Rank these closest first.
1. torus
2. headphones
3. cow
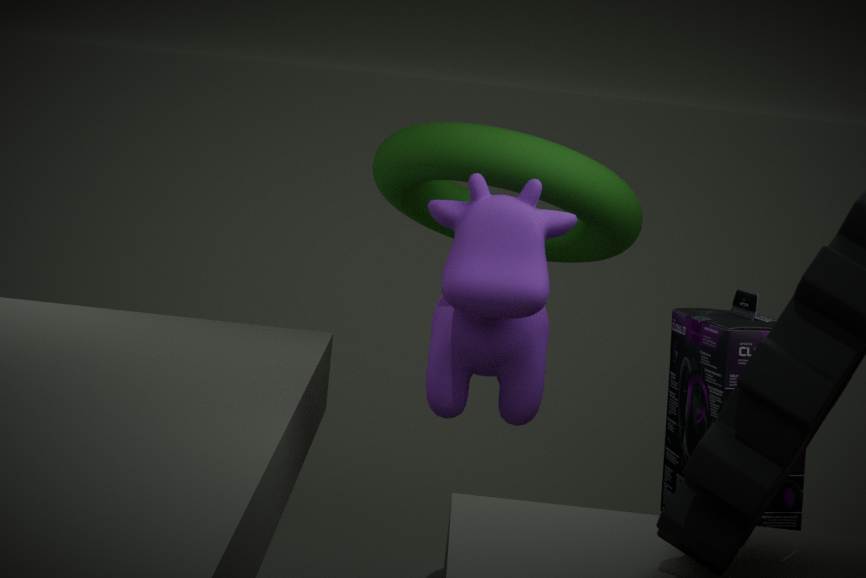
headphones → cow → torus
